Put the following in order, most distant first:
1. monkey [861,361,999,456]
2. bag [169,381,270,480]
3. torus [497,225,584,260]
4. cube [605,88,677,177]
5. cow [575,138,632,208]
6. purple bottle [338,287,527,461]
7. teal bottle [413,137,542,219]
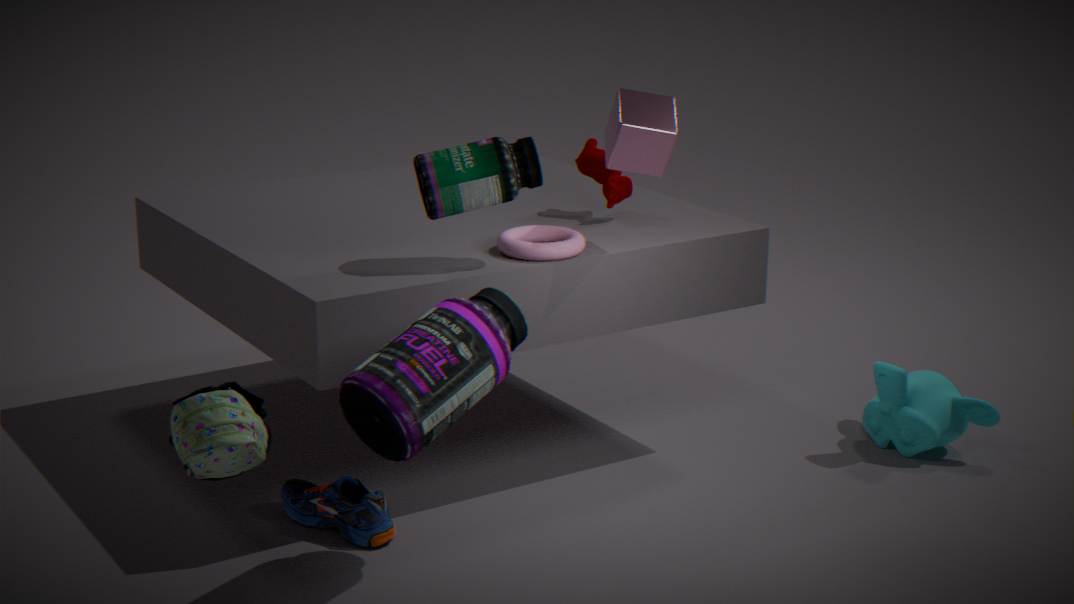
cow [575,138,632,208]
monkey [861,361,999,456]
torus [497,225,584,260]
cube [605,88,677,177]
teal bottle [413,137,542,219]
purple bottle [338,287,527,461]
bag [169,381,270,480]
